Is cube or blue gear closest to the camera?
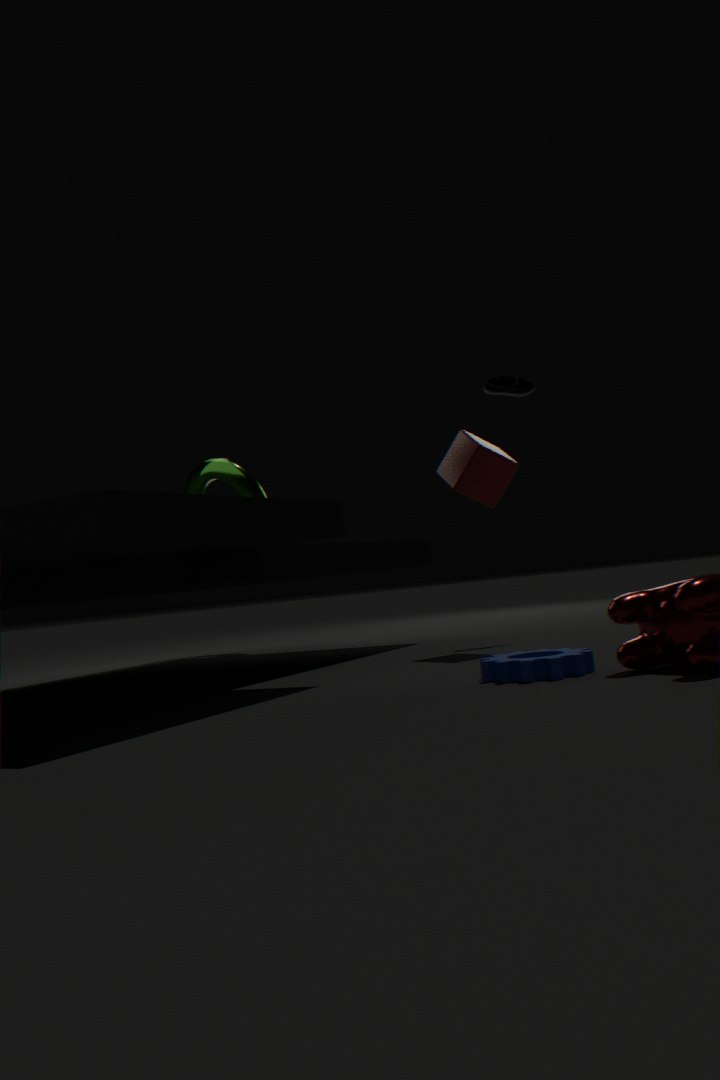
blue gear
